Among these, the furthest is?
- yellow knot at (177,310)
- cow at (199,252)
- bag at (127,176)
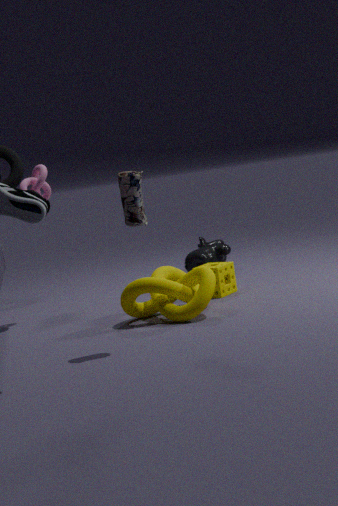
cow at (199,252)
